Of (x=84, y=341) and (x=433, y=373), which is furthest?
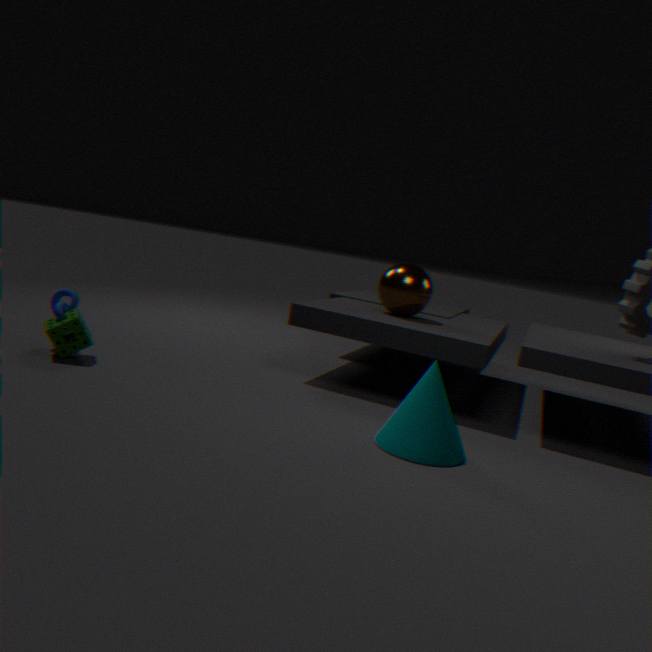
(x=84, y=341)
